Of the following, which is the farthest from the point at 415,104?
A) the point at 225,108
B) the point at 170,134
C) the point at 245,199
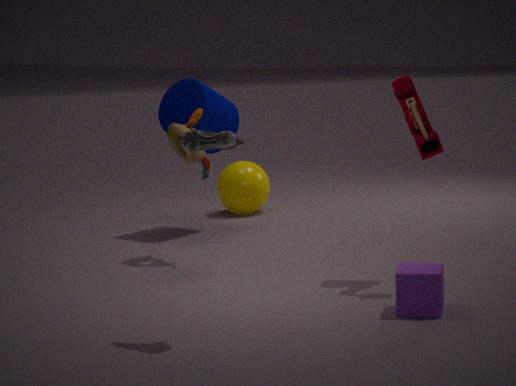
the point at 245,199
